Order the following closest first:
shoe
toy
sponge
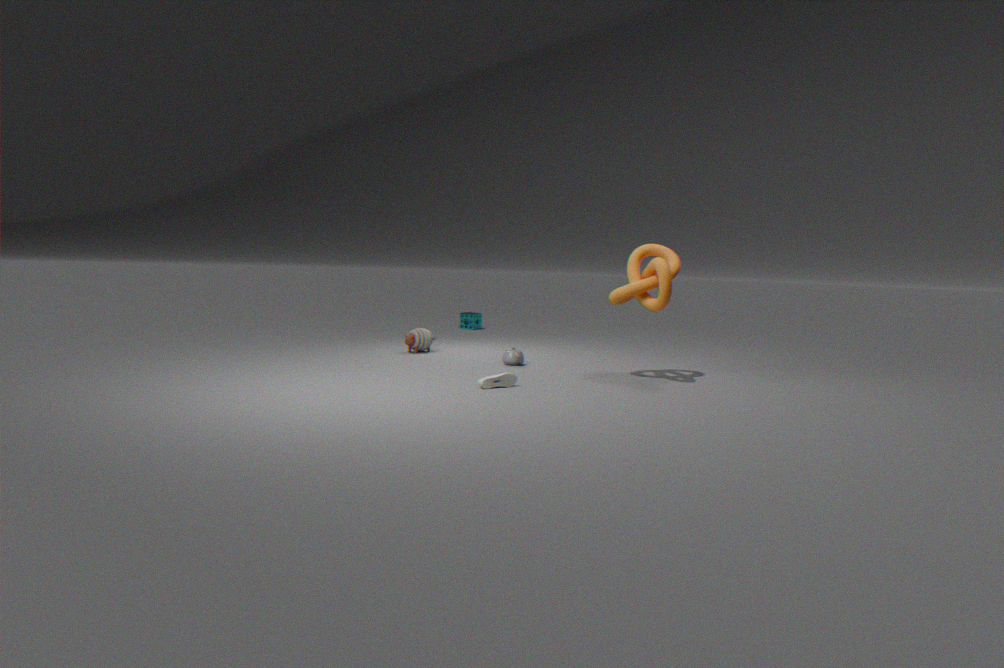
shoe
toy
sponge
